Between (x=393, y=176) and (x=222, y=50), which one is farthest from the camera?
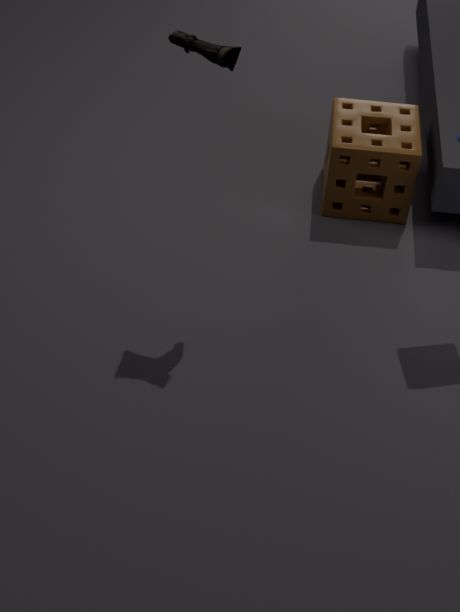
(x=393, y=176)
